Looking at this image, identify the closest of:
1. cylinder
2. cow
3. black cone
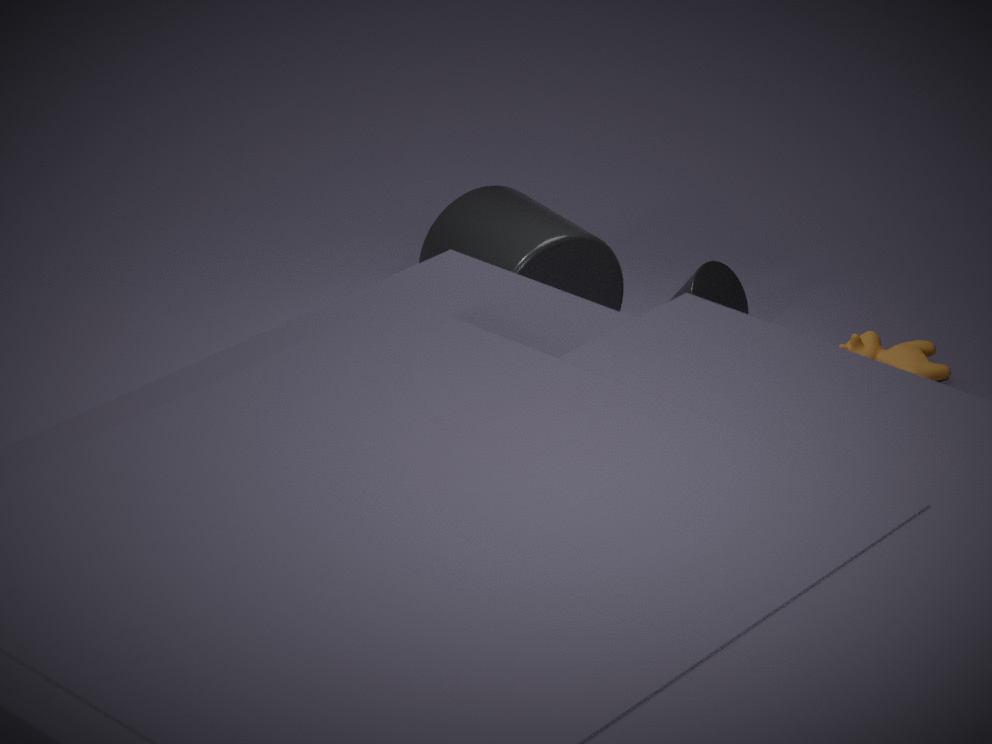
cow
